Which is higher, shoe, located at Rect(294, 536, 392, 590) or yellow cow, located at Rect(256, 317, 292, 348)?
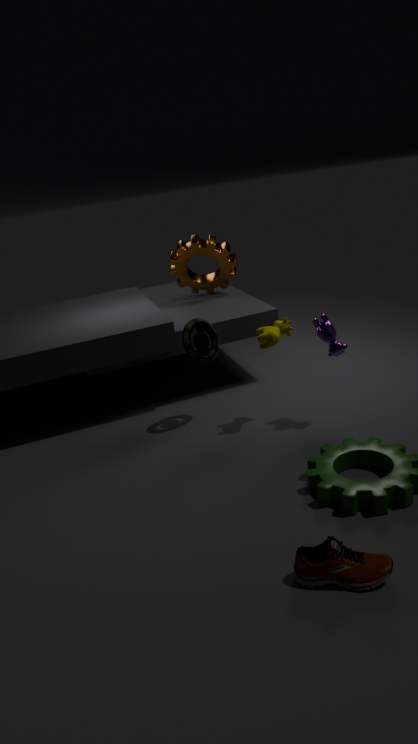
yellow cow, located at Rect(256, 317, 292, 348)
